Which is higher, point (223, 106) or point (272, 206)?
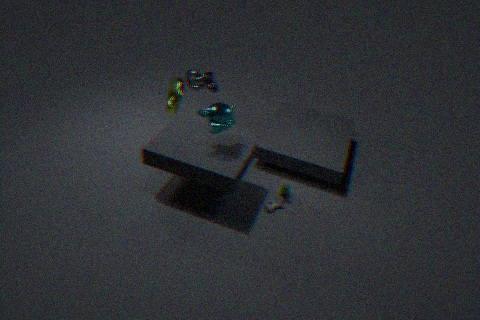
point (223, 106)
